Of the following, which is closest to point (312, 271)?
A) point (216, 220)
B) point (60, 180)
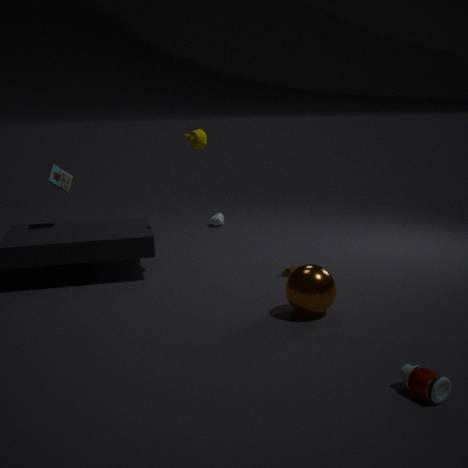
point (60, 180)
